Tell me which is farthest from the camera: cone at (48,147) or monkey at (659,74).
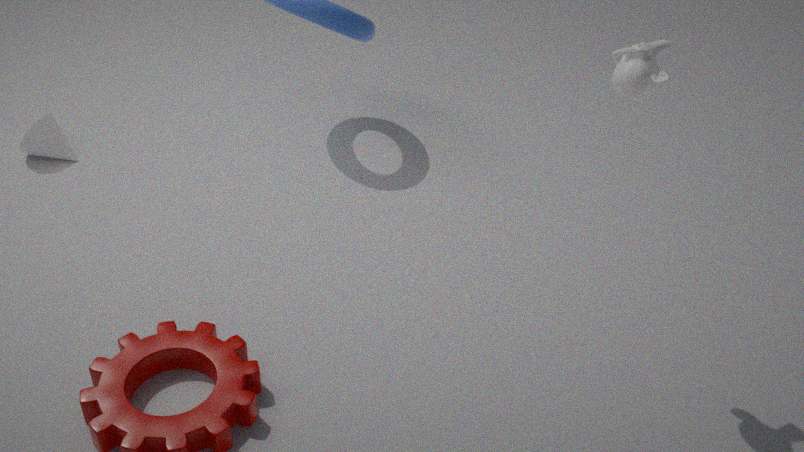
cone at (48,147)
